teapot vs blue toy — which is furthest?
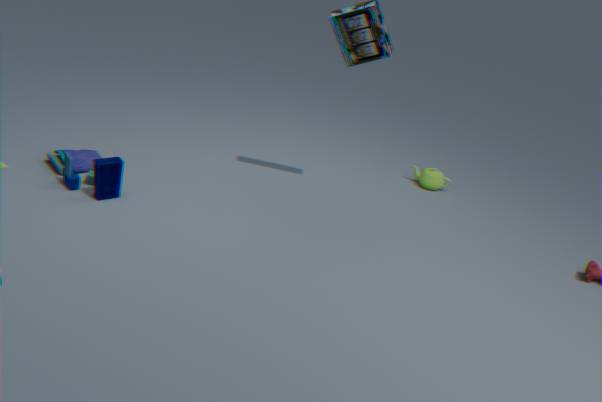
teapot
